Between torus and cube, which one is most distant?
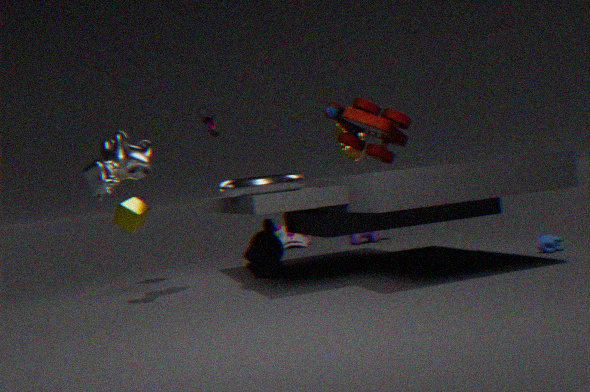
cube
